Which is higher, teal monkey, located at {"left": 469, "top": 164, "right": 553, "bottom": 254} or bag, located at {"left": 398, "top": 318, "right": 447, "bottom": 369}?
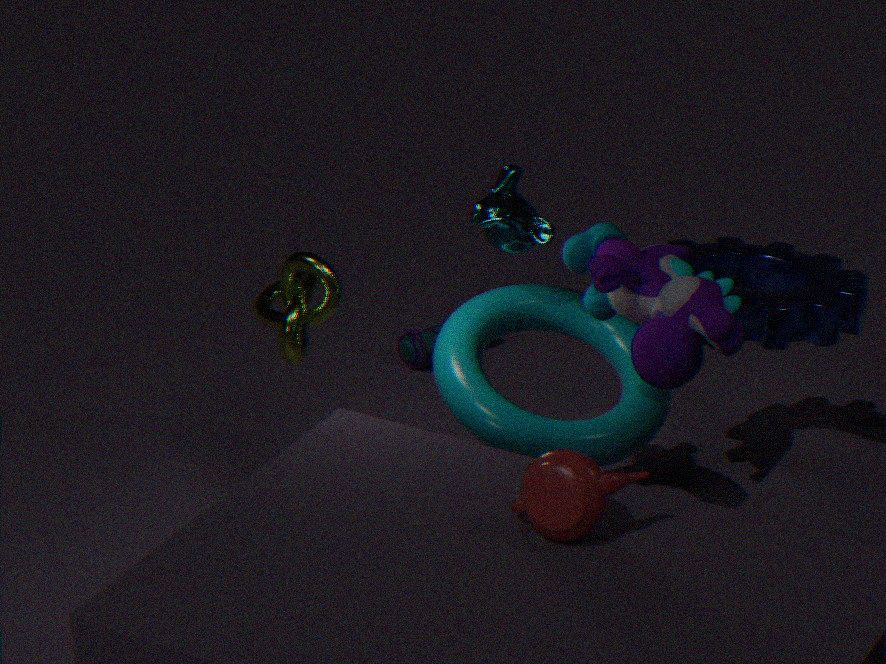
teal monkey, located at {"left": 469, "top": 164, "right": 553, "bottom": 254}
